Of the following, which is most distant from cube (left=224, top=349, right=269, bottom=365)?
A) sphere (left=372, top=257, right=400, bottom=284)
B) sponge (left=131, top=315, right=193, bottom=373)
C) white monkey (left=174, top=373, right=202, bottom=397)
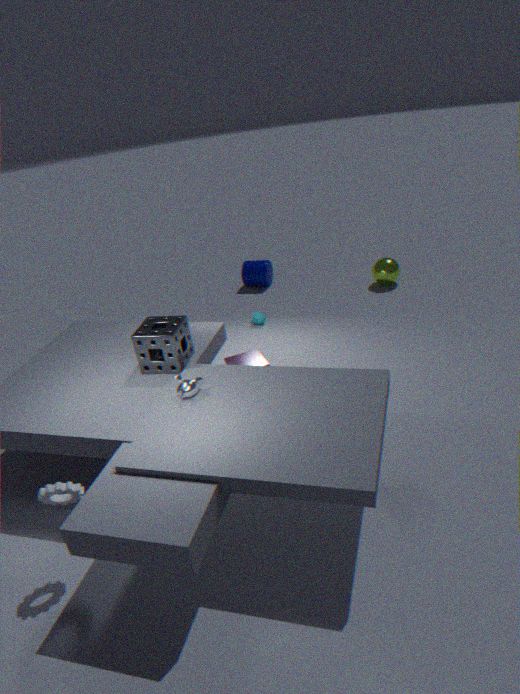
sphere (left=372, top=257, right=400, bottom=284)
